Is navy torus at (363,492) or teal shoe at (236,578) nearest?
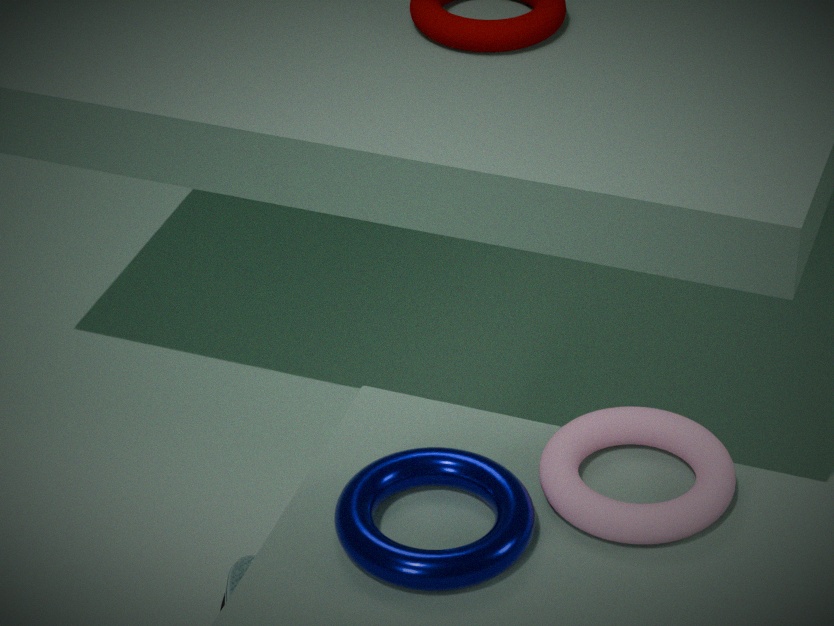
navy torus at (363,492)
